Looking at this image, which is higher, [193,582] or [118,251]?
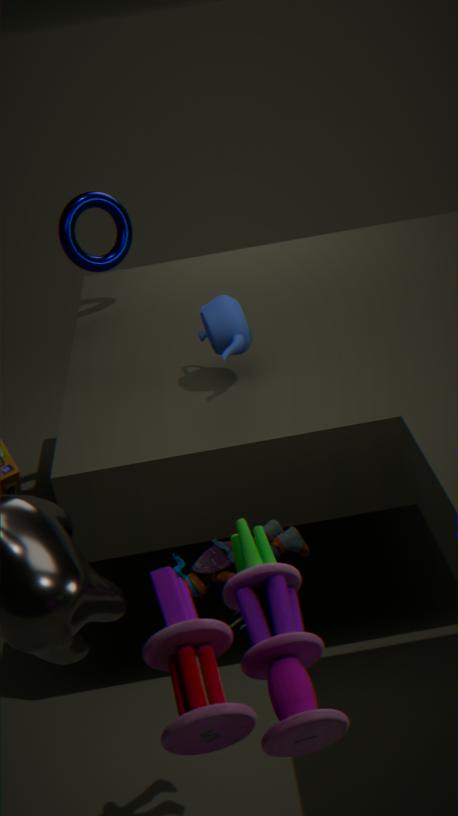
[118,251]
